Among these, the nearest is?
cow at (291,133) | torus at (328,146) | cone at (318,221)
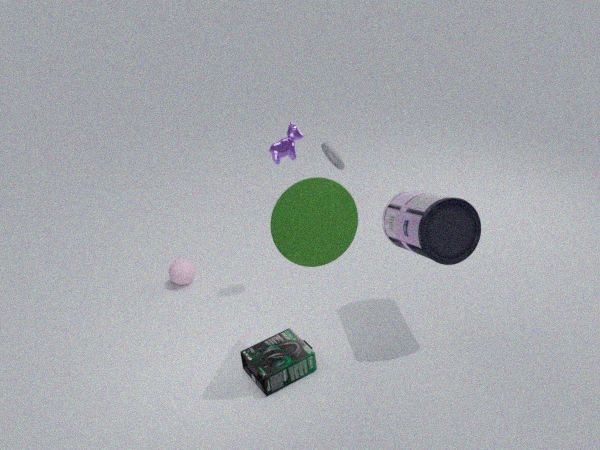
cone at (318,221)
